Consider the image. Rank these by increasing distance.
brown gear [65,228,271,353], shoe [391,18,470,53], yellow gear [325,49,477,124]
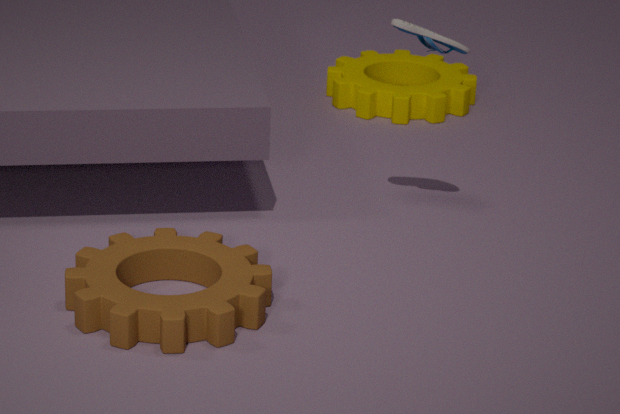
brown gear [65,228,271,353]
shoe [391,18,470,53]
yellow gear [325,49,477,124]
